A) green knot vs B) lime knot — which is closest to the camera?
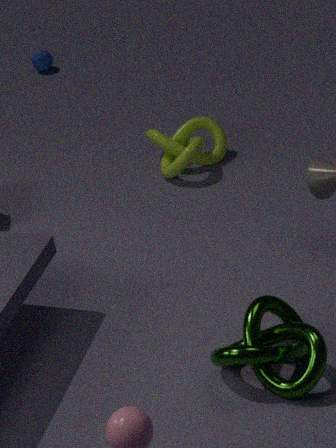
A. green knot
